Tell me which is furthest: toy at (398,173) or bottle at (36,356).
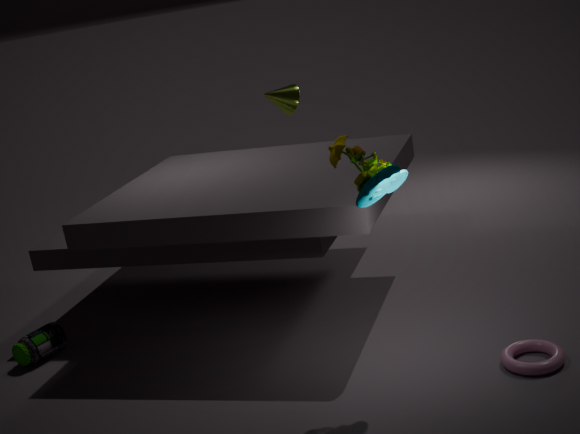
bottle at (36,356)
